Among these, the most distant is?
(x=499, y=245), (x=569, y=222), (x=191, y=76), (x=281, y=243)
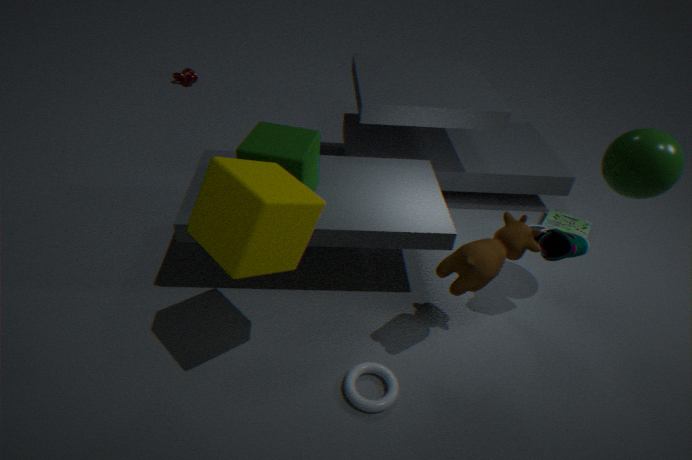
(x=191, y=76)
